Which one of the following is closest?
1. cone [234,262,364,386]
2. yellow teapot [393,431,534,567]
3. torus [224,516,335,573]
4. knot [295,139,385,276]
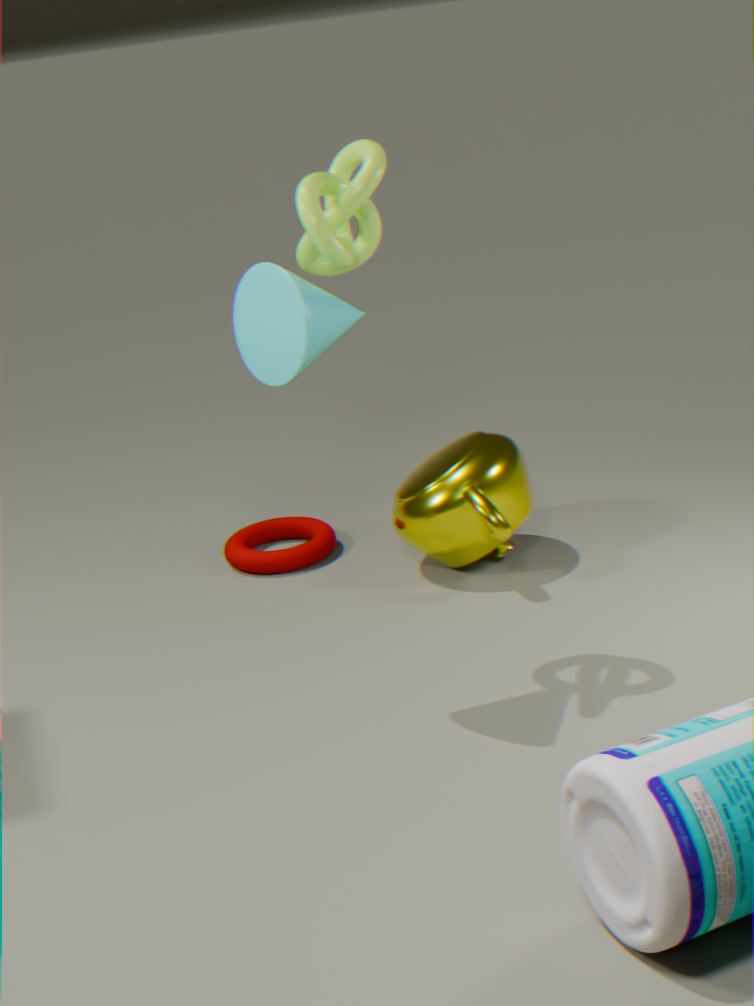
cone [234,262,364,386]
